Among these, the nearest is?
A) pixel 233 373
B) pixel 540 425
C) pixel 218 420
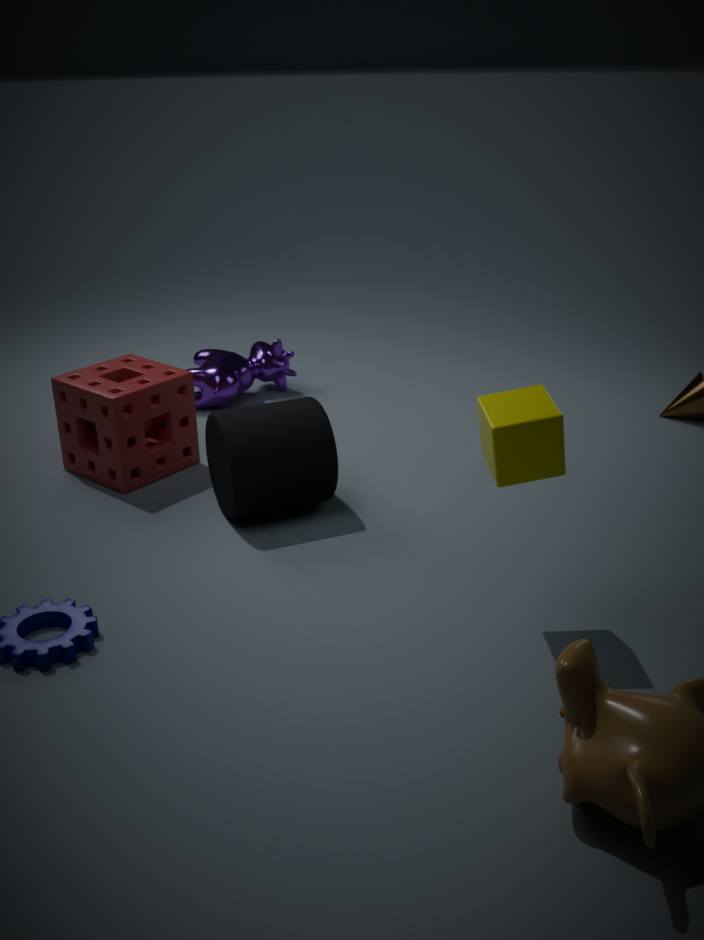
pixel 540 425
